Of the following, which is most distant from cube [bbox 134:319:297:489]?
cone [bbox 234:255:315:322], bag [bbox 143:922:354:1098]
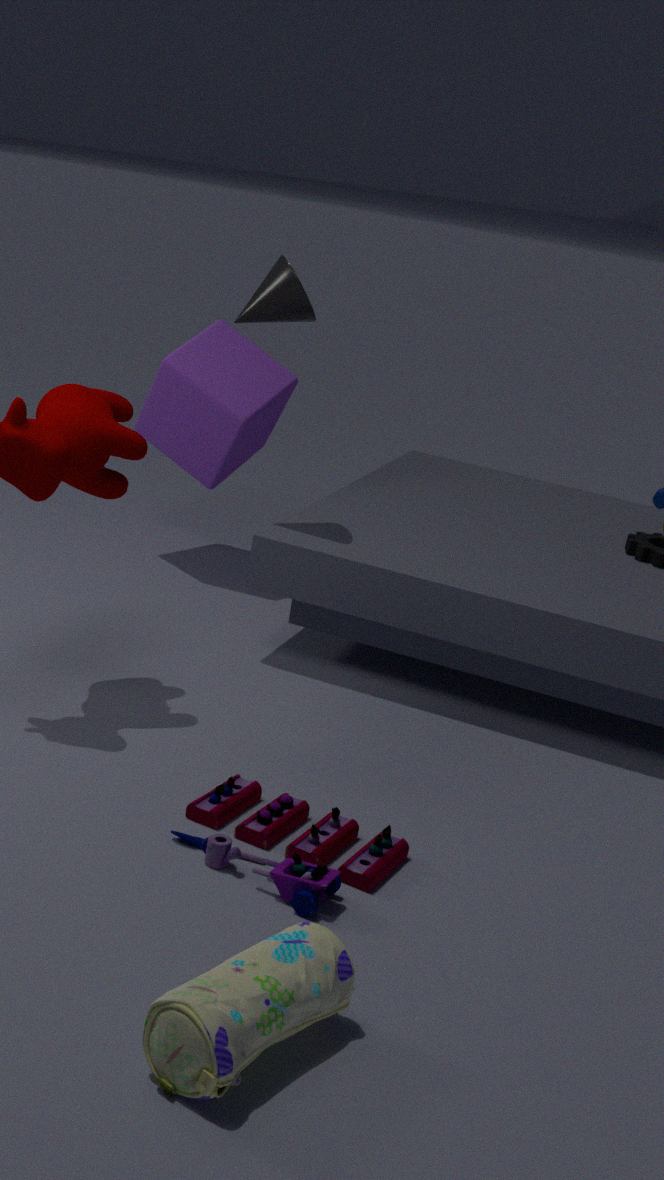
bag [bbox 143:922:354:1098]
